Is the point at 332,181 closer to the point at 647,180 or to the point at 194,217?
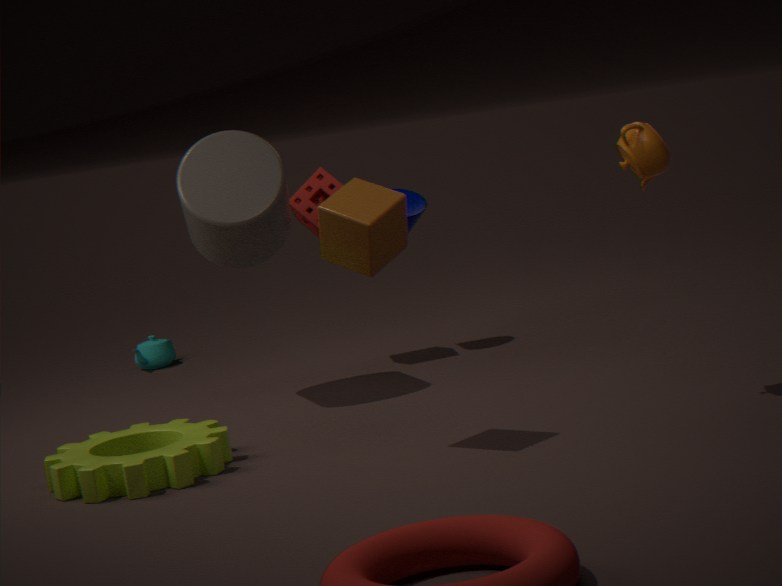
the point at 194,217
